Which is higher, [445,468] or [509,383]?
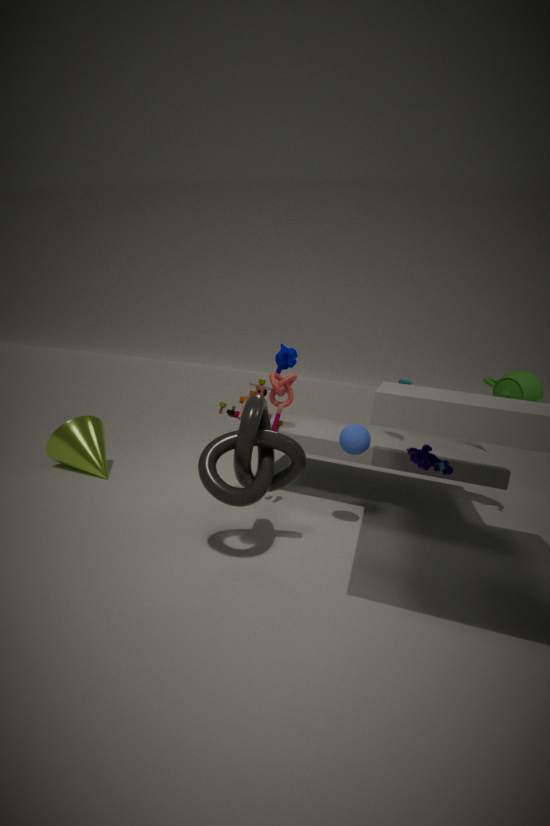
[509,383]
